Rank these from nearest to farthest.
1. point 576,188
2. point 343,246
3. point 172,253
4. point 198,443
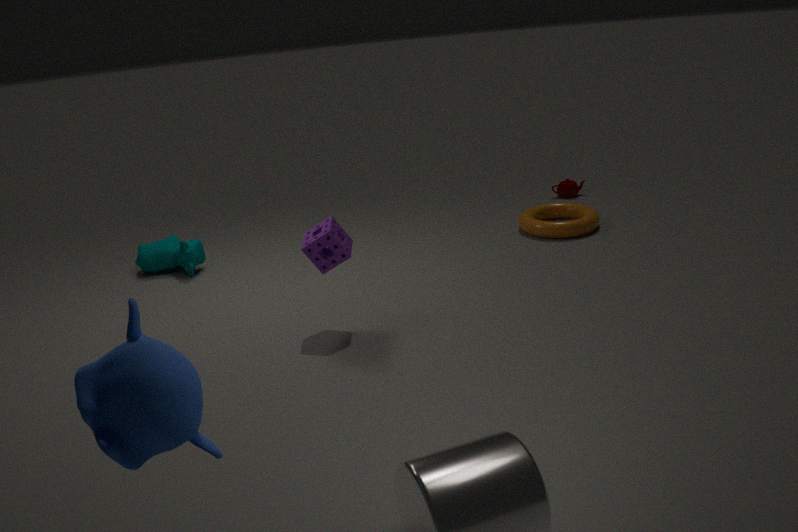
point 198,443, point 343,246, point 172,253, point 576,188
